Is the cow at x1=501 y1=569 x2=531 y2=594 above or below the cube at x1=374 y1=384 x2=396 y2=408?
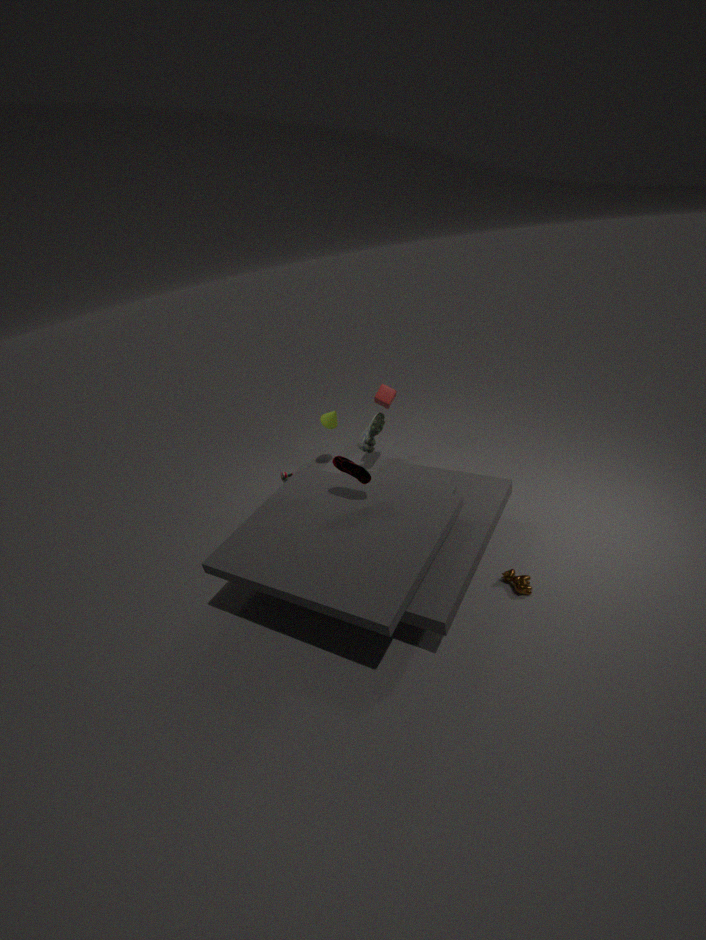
below
